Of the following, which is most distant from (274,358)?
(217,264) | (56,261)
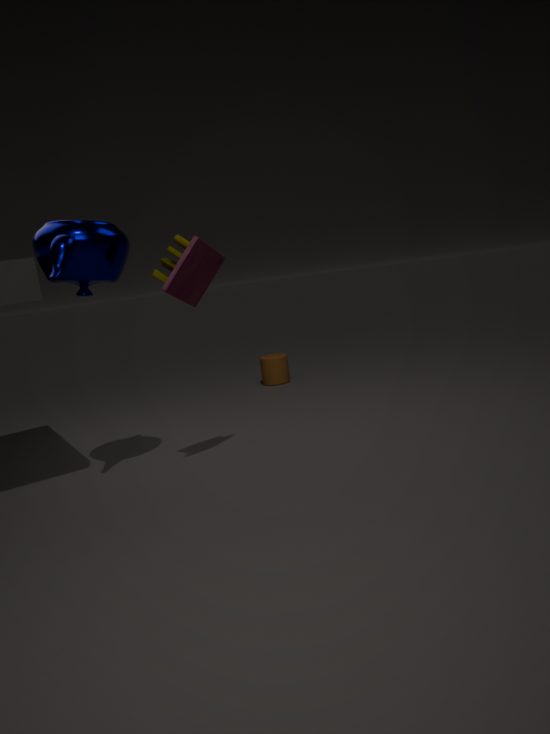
(56,261)
